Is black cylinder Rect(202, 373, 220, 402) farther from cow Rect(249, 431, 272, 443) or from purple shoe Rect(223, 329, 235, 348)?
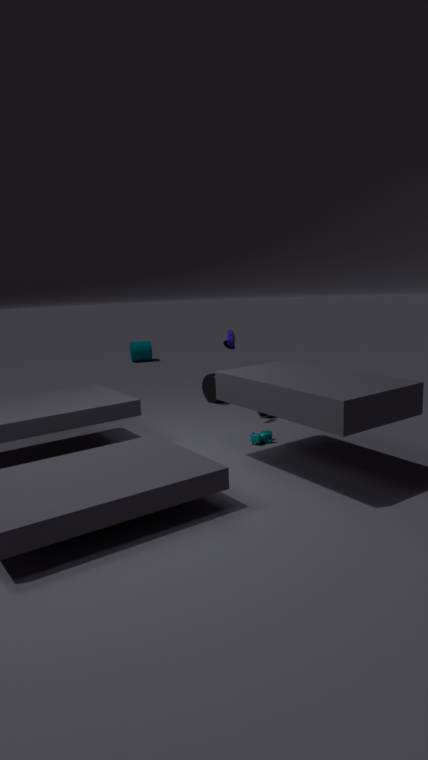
cow Rect(249, 431, 272, 443)
